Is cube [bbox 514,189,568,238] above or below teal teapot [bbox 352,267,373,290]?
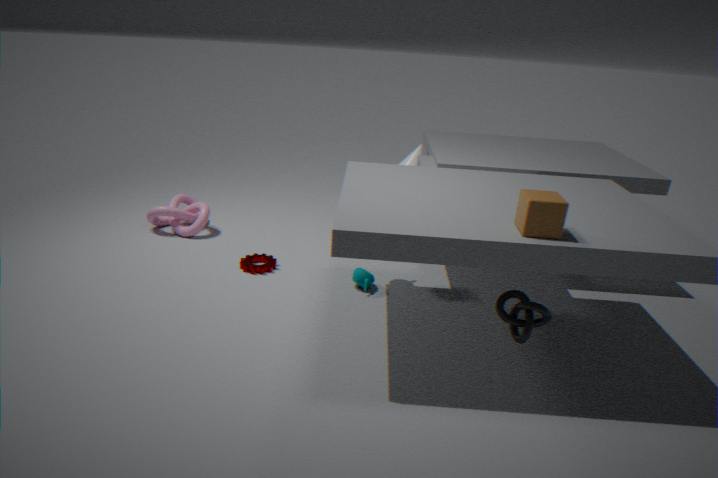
above
